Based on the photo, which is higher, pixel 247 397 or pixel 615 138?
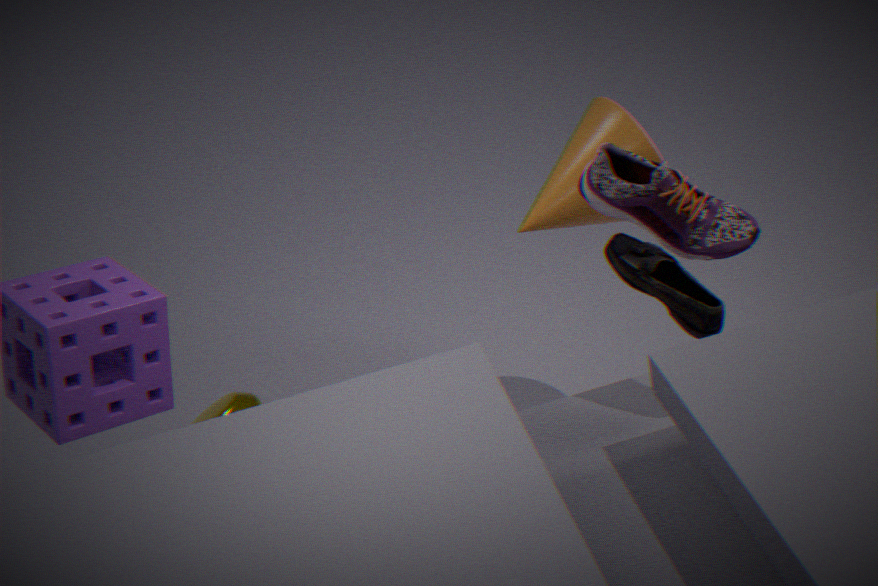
pixel 615 138
